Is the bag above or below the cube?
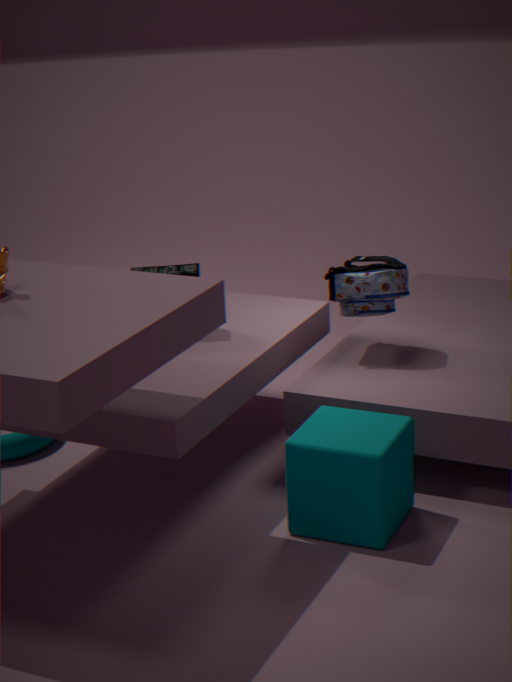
above
